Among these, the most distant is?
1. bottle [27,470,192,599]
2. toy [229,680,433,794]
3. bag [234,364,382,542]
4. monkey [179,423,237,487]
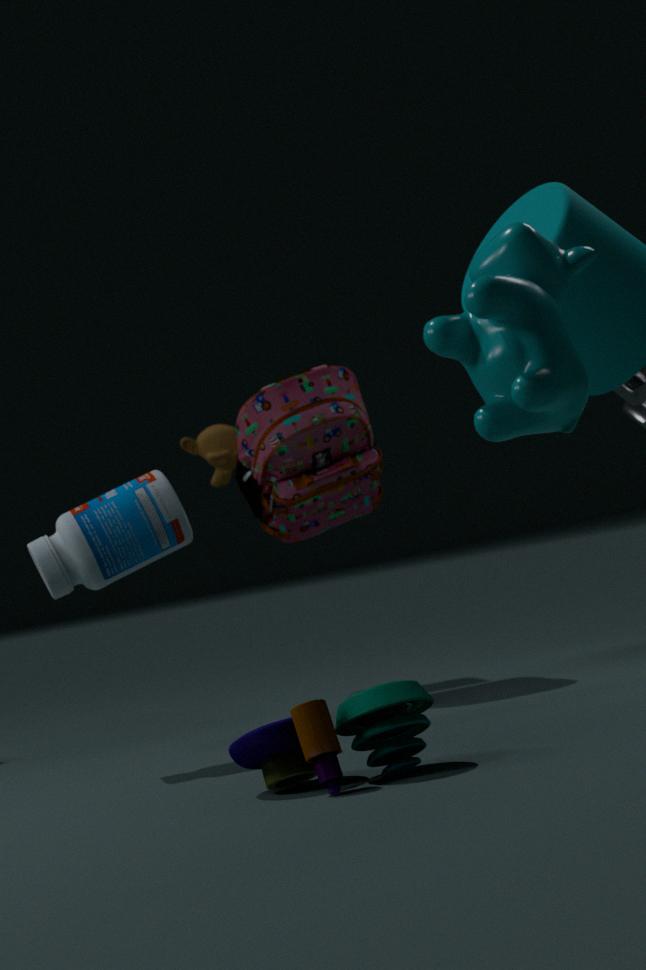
monkey [179,423,237,487]
